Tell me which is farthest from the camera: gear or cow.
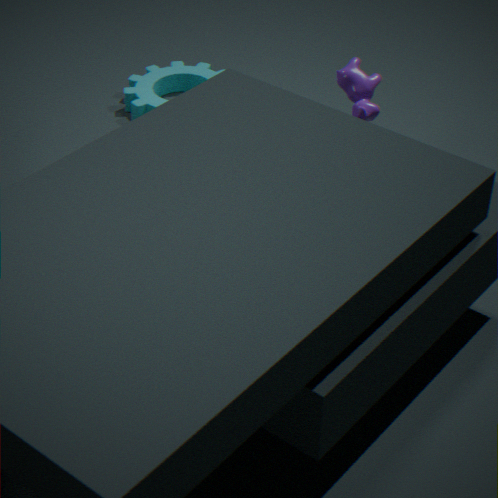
gear
